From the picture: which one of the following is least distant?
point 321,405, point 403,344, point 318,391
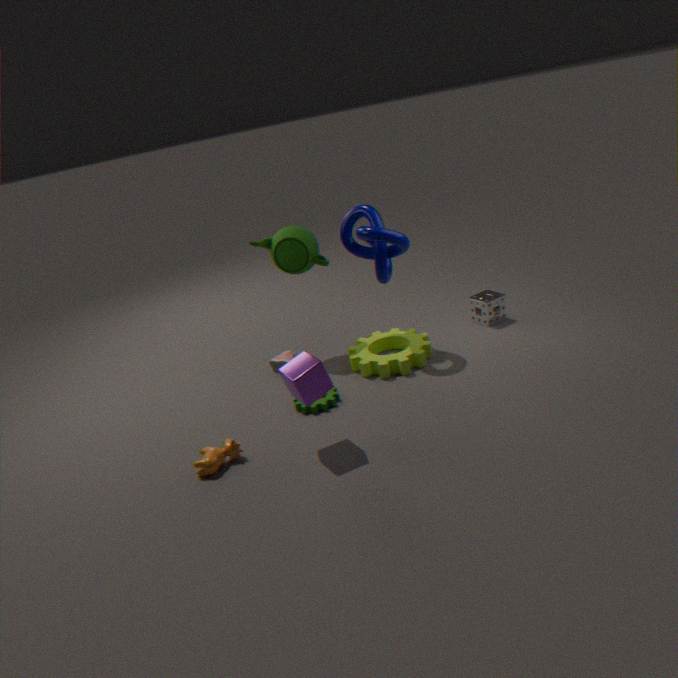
point 318,391
